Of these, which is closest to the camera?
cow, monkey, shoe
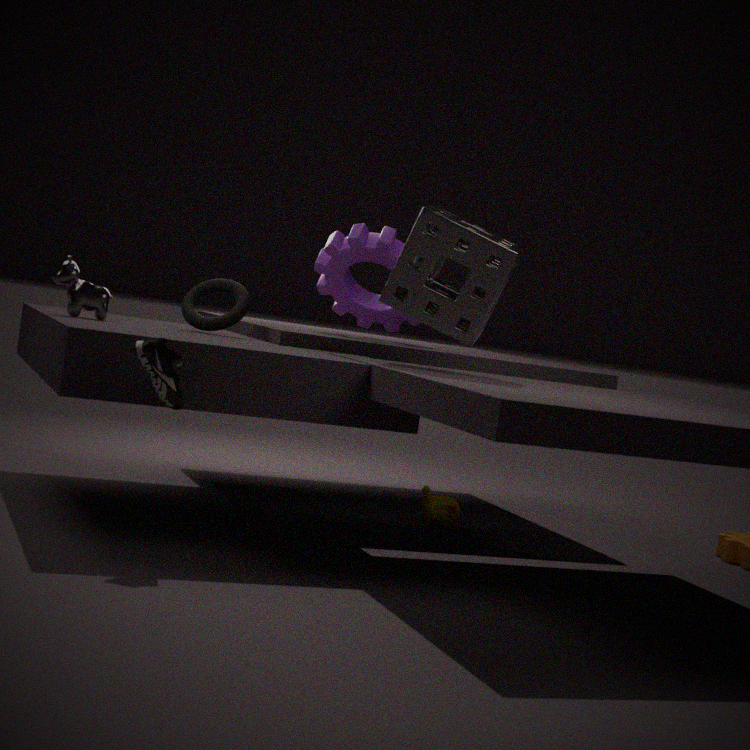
shoe
